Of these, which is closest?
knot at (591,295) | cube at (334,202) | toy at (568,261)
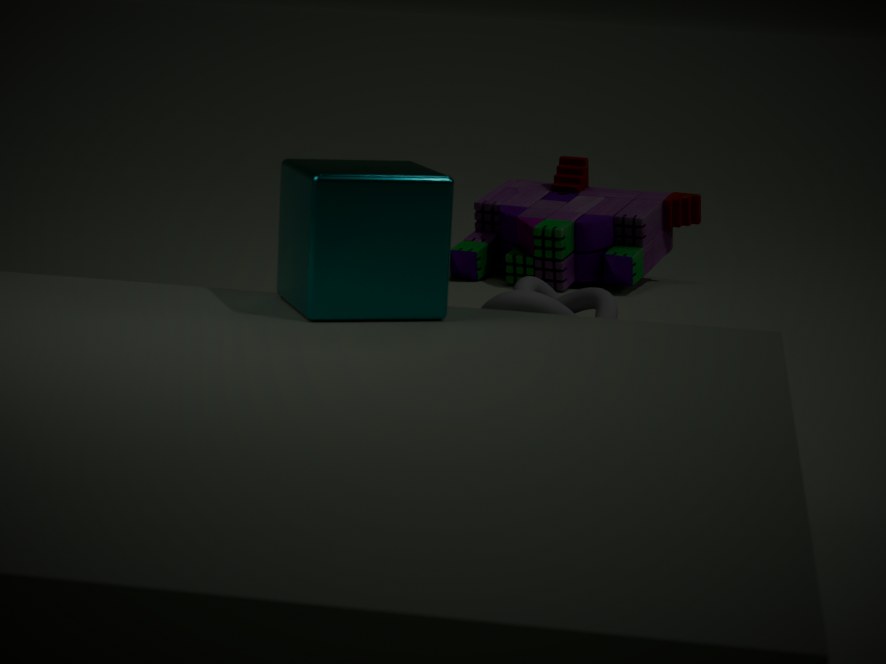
cube at (334,202)
